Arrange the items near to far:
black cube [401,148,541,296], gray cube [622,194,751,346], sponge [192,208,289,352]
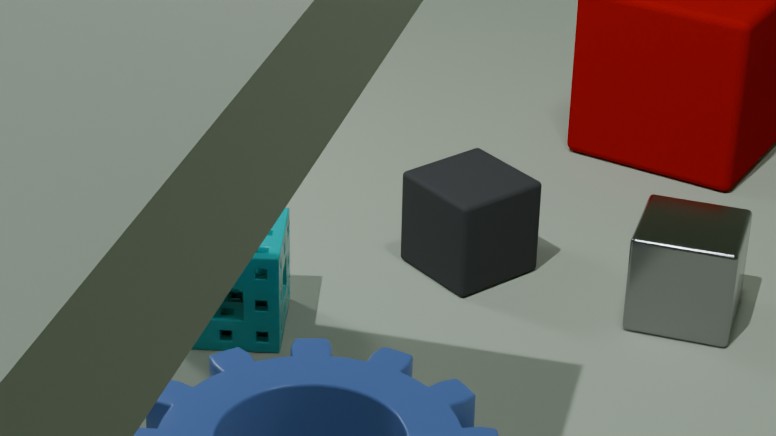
1. sponge [192,208,289,352]
2. gray cube [622,194,751,346]
3. black cube [401,148,541,296]
